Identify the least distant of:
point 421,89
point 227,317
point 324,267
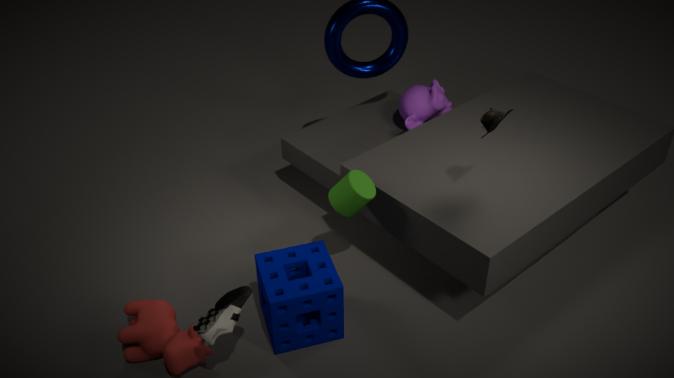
point 227,317
